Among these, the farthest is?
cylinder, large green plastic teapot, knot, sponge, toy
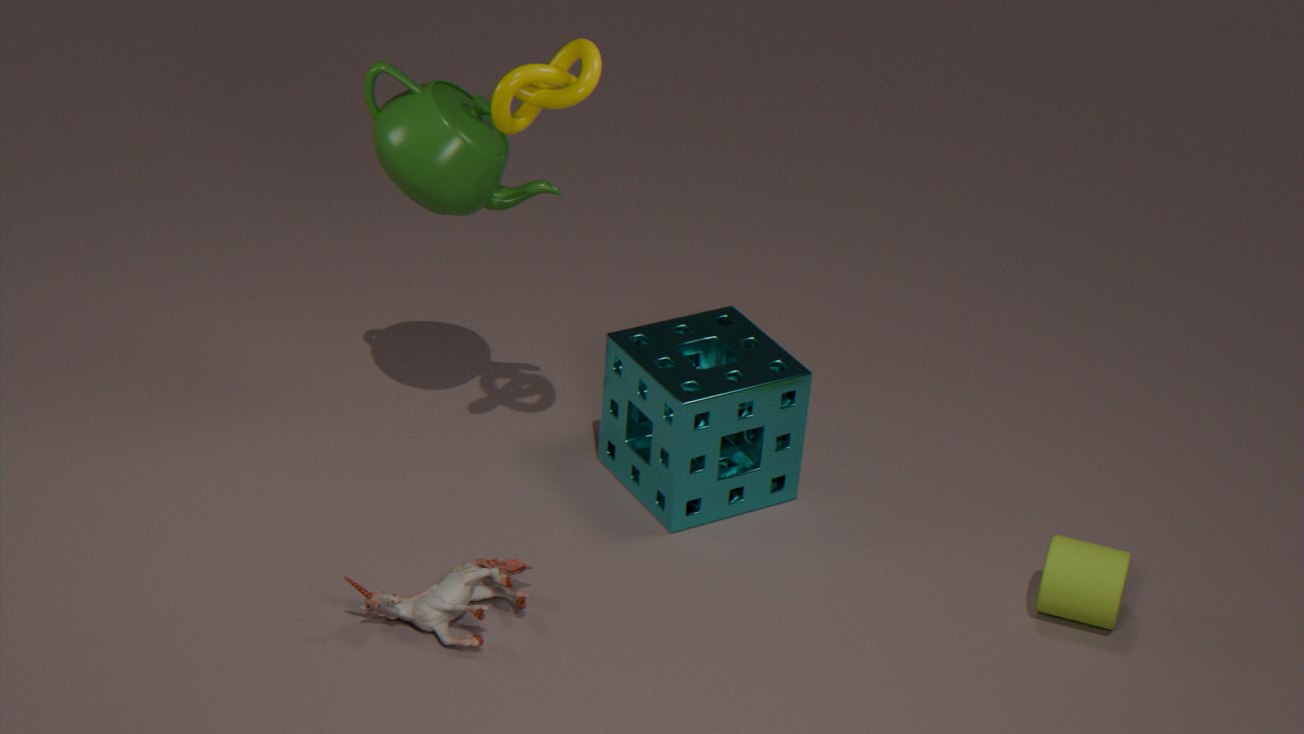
sponge
